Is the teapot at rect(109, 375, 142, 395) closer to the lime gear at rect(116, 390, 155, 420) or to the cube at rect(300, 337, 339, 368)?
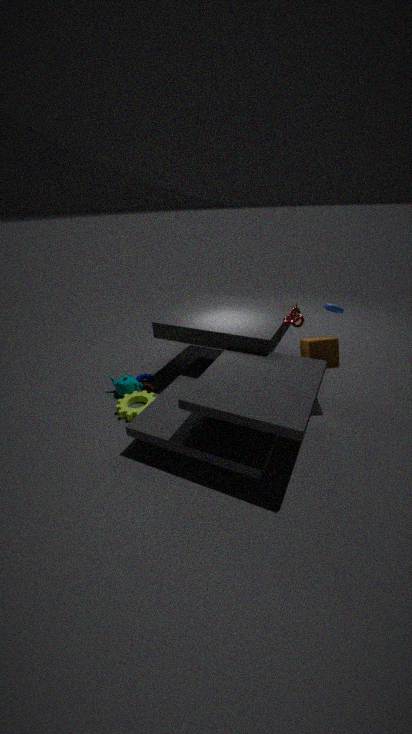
→ the lime gear at rect(116, 390, 155, 420)
